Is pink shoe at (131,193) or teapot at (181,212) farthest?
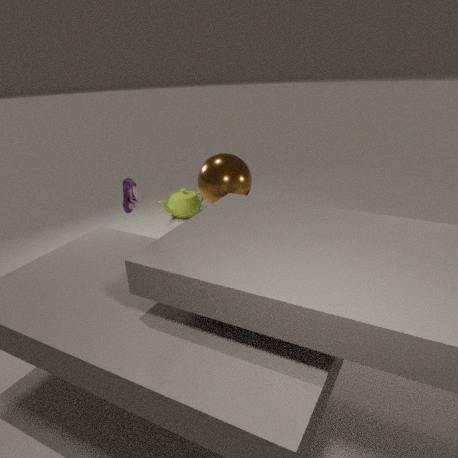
teapot at (181,212)
